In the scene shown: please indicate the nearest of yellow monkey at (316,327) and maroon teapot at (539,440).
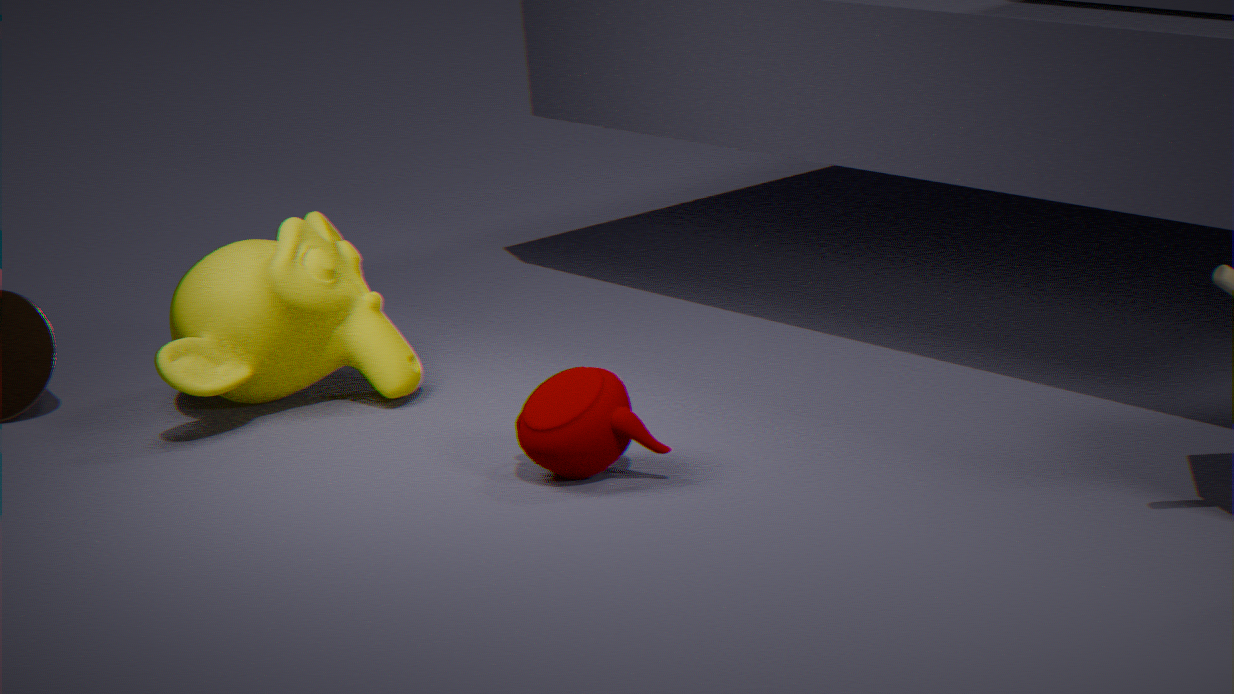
maroon teapot at (539,440)
